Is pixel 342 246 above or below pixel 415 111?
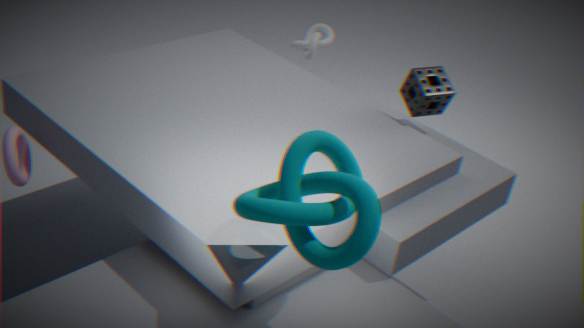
above
